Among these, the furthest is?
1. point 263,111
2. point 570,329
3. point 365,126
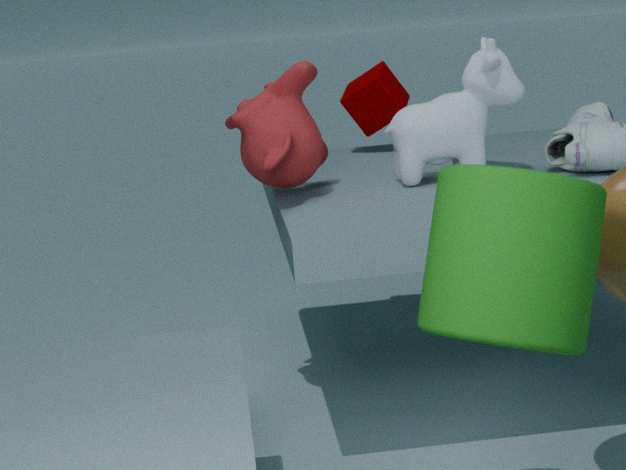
point 365,126
